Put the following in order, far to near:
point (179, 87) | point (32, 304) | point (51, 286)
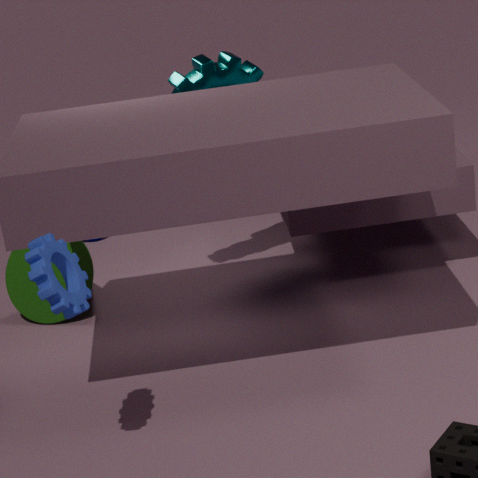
1. point (32, 304)
2. point (179, 87)
3. point (51, 286)
